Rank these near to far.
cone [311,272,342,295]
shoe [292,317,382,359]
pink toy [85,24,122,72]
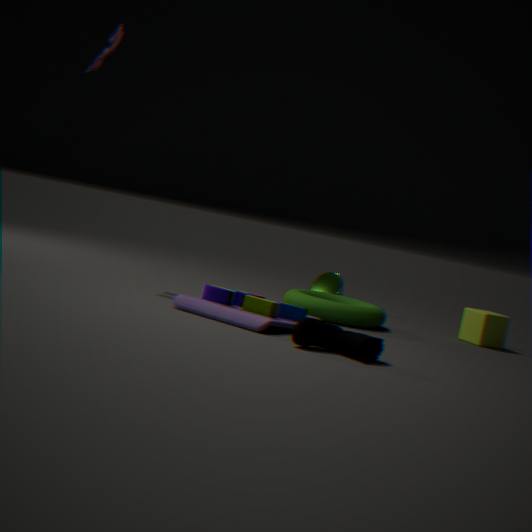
shoe [292,317,382,359], pink toy [85,24,122,72], cone [311,272,342,295]
